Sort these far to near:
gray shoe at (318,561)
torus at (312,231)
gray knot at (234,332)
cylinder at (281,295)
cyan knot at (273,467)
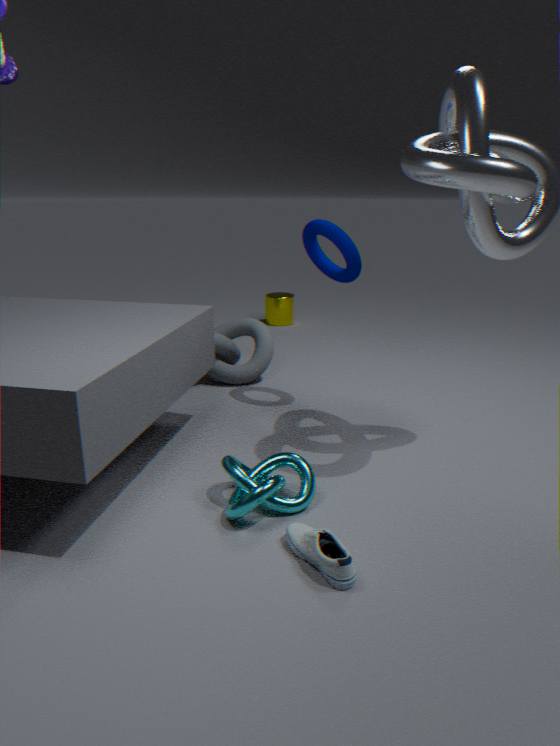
1. cylinder at (281,295)
2. gray knot at (234,332)
3. torus at (312,231)
4. cyan knot at (273,467)
5. gray shoe at (318,561)
